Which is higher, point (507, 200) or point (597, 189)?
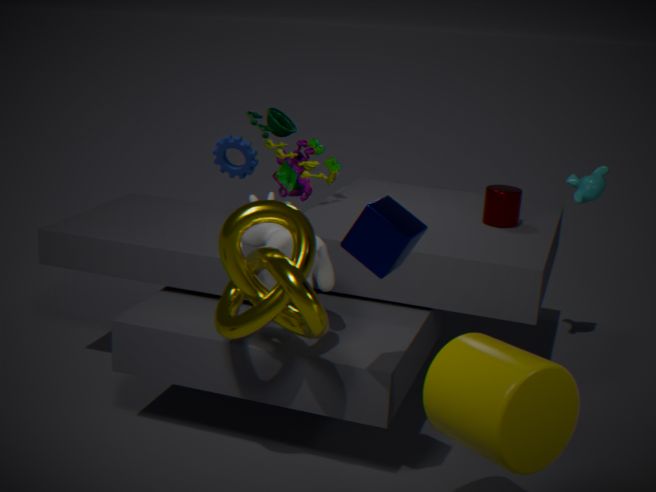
point (597, 189)
